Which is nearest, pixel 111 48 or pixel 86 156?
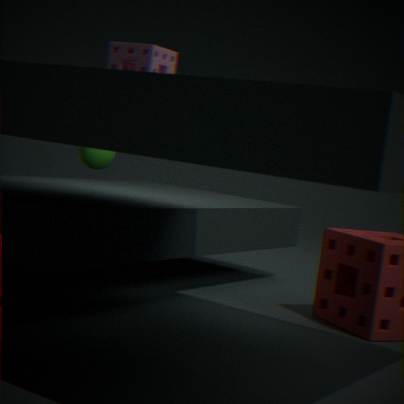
pixel 111 48
